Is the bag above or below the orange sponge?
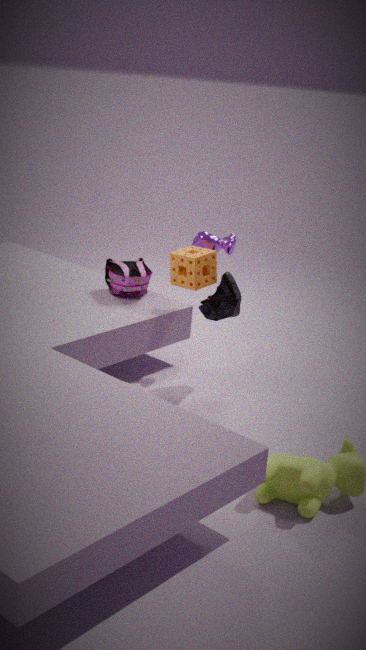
below
